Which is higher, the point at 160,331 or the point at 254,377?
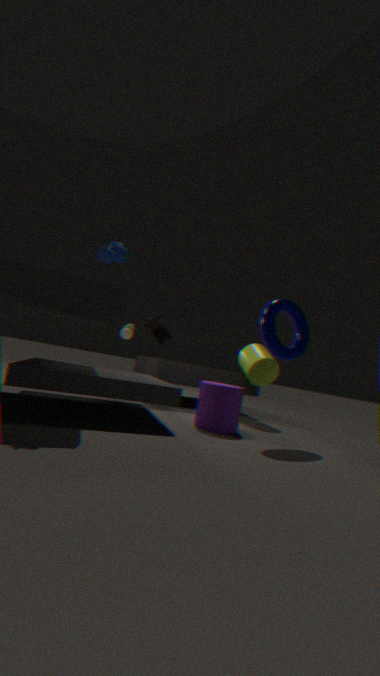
the point at 160,331
